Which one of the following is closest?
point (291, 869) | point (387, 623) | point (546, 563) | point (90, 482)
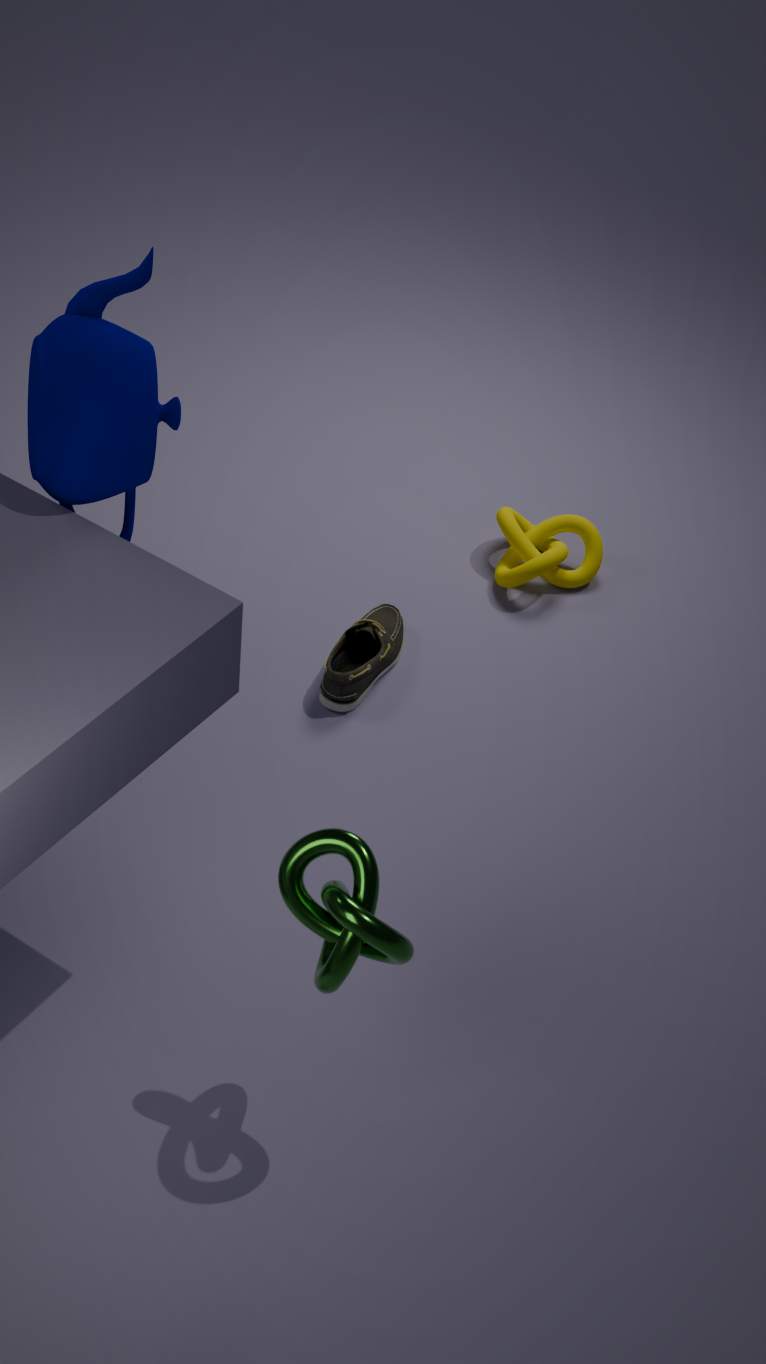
point (291, 869)
